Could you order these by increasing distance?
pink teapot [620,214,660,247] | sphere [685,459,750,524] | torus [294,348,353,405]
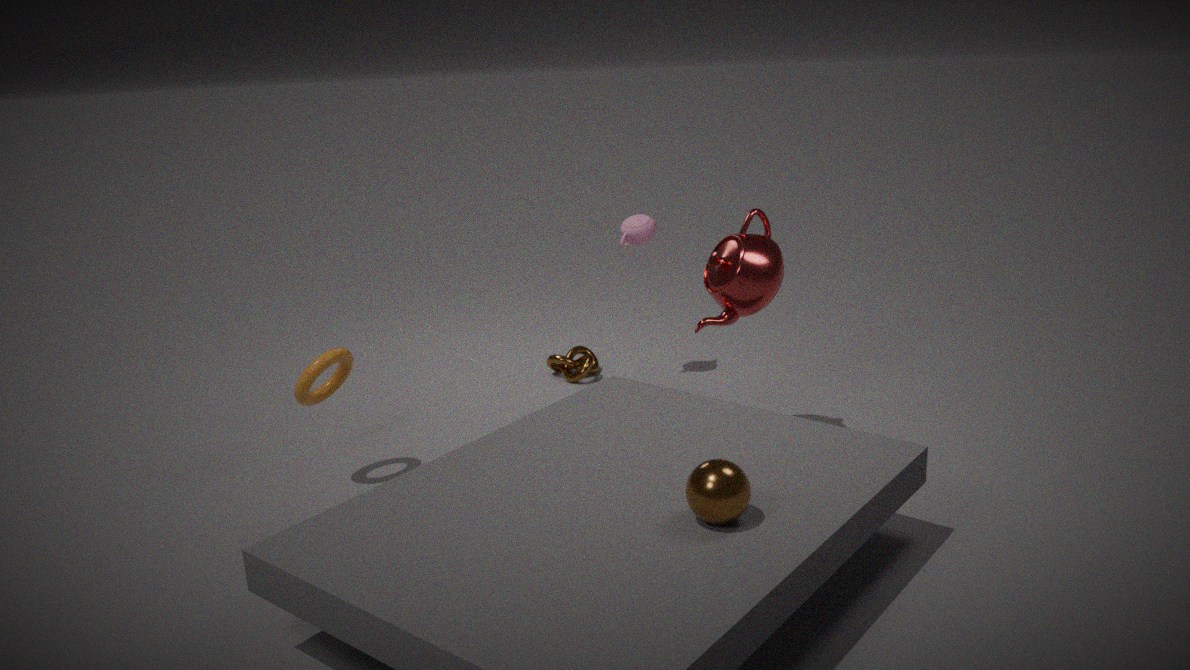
sphere [685,459,750,524]
torus [294,348,353,405]
pink teapot [620,214,660,247]
